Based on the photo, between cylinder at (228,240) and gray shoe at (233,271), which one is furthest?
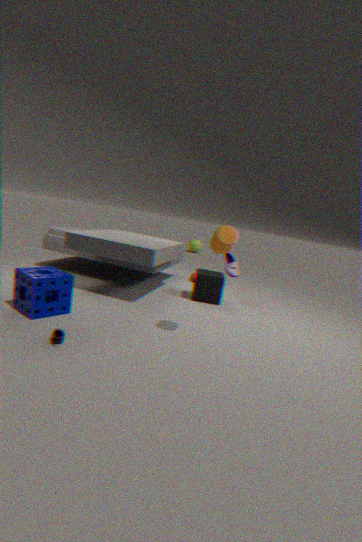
gray shoe at (233,271)
